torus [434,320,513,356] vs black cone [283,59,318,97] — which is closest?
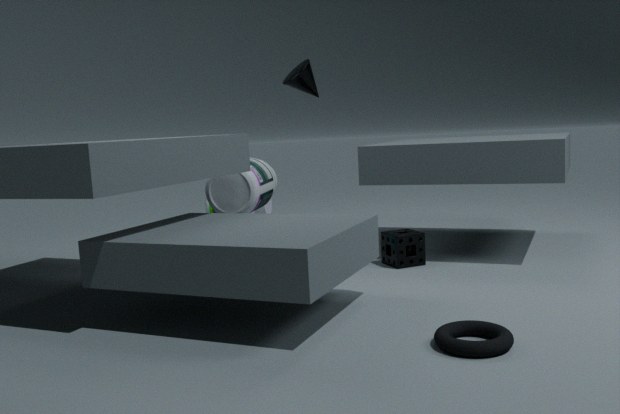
torus [434,320,513,356]
